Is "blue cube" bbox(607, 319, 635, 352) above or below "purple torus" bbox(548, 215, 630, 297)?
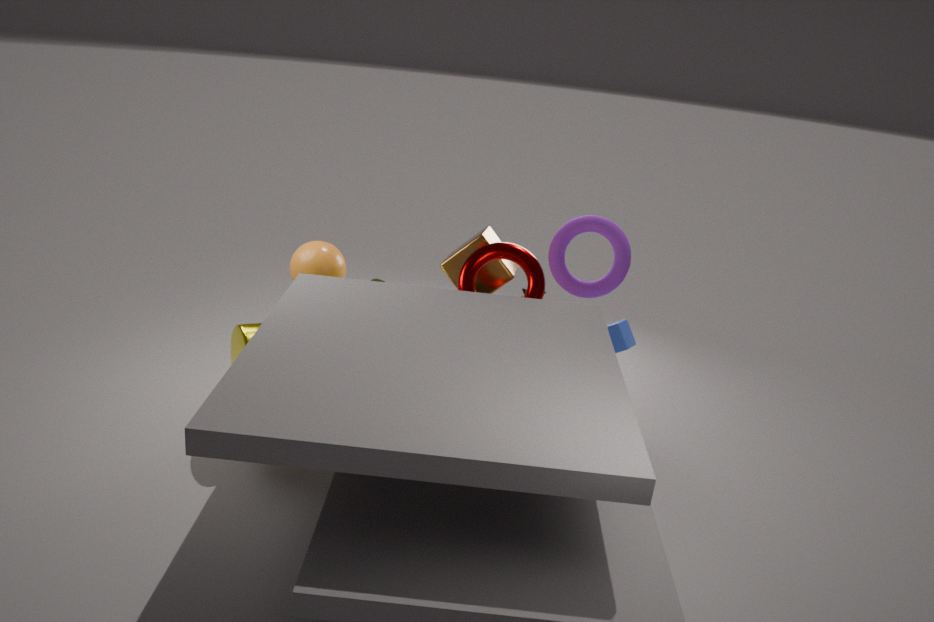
below
